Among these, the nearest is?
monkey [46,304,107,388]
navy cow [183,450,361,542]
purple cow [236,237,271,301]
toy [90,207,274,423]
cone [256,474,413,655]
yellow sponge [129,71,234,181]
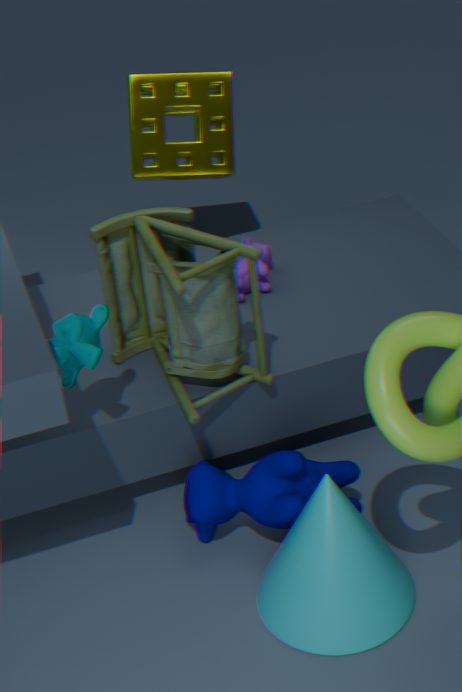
cone [256,474,413,655]
